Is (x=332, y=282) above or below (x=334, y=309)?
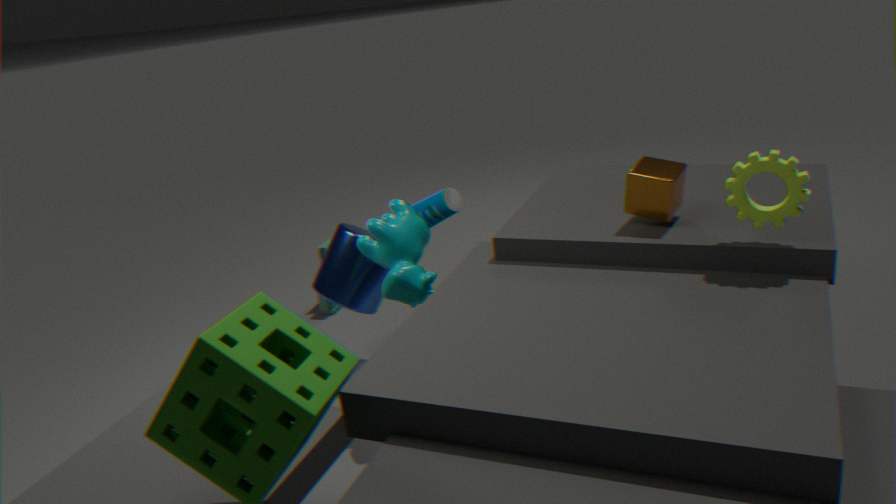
above
